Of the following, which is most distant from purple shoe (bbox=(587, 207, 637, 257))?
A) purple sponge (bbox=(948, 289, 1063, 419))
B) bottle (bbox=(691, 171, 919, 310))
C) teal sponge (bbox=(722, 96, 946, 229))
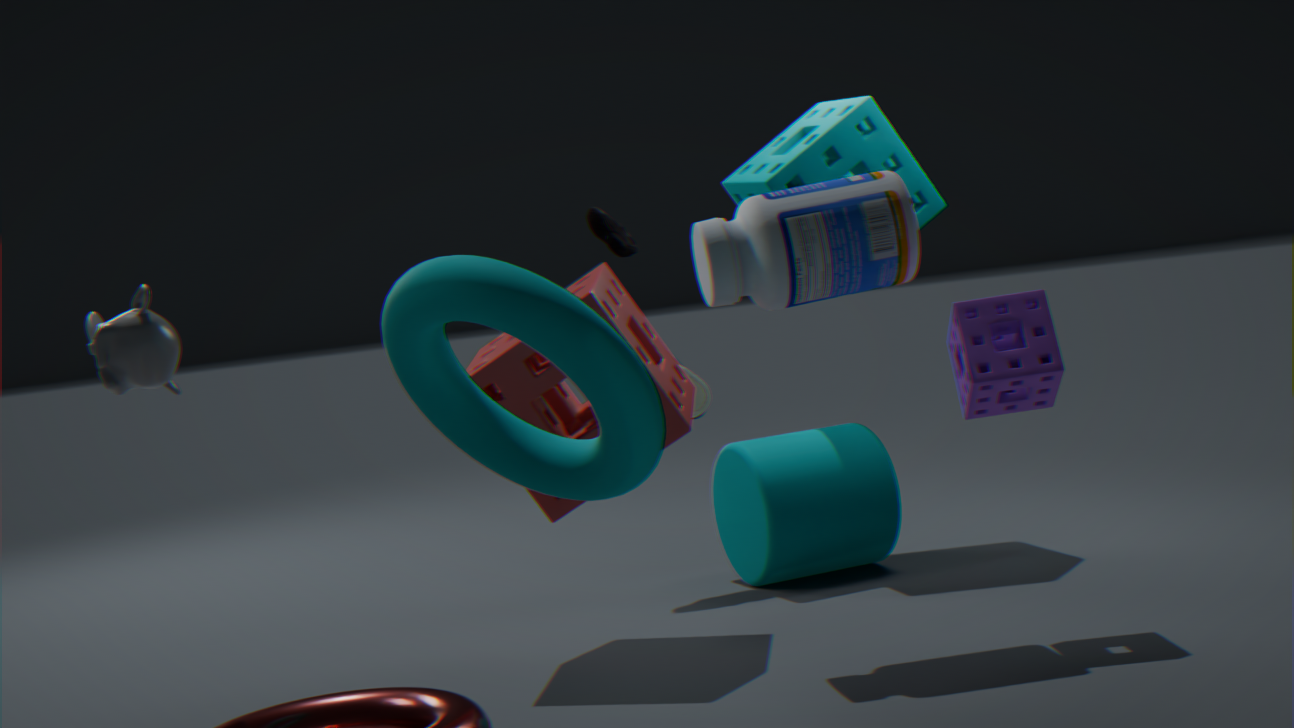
purple sponge (bbox=(948, 289, 1063, 419))
